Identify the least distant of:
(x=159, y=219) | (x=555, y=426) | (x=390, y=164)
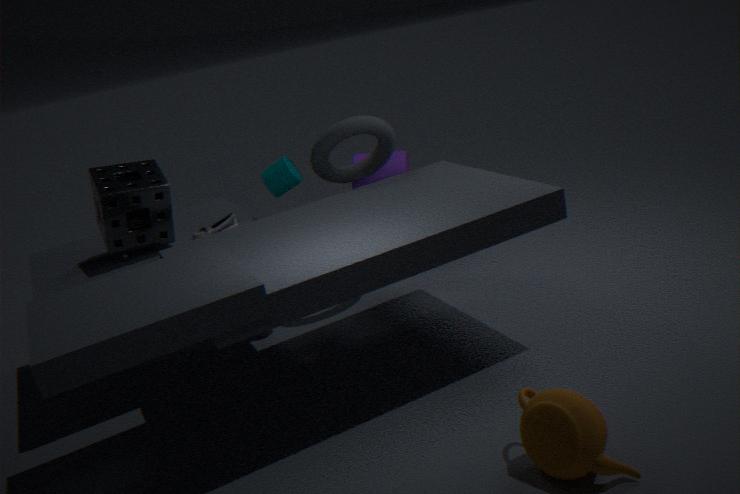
(x=555, y=426)
